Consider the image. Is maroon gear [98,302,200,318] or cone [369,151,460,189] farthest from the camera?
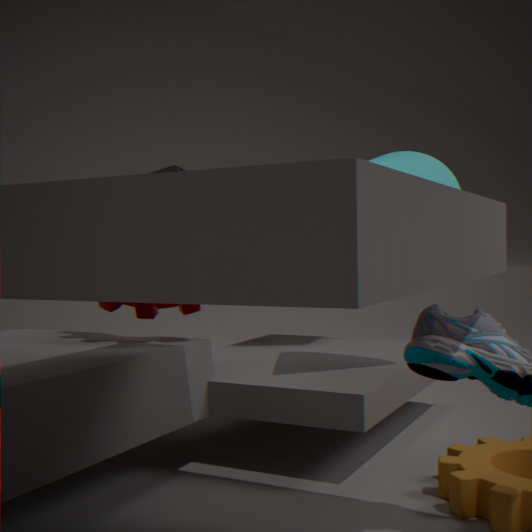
cone [369,151,460,189]
